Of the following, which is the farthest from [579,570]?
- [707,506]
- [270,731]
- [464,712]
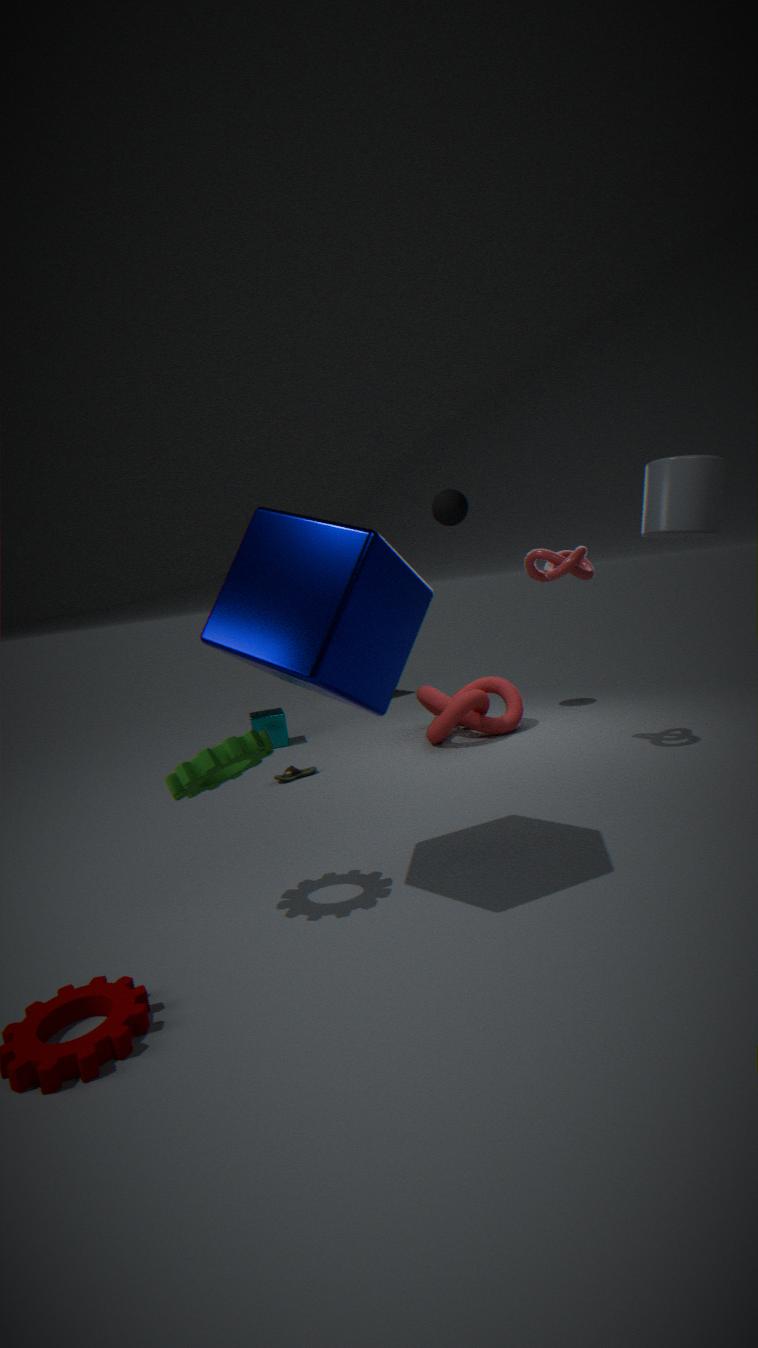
[270,731]
